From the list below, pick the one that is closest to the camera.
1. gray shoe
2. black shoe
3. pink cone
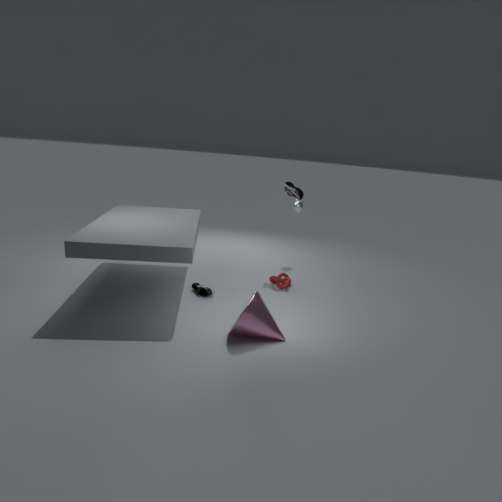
pink cone
